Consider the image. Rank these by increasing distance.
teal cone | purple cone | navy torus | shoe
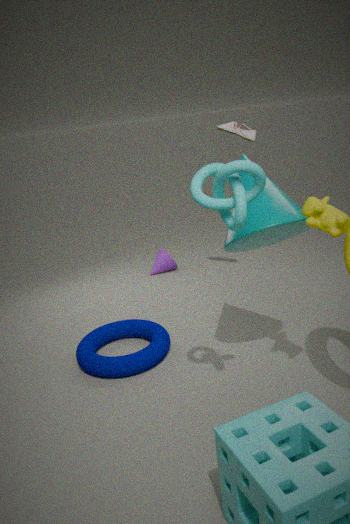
teal cone
navy torus
shoe
purple cone
